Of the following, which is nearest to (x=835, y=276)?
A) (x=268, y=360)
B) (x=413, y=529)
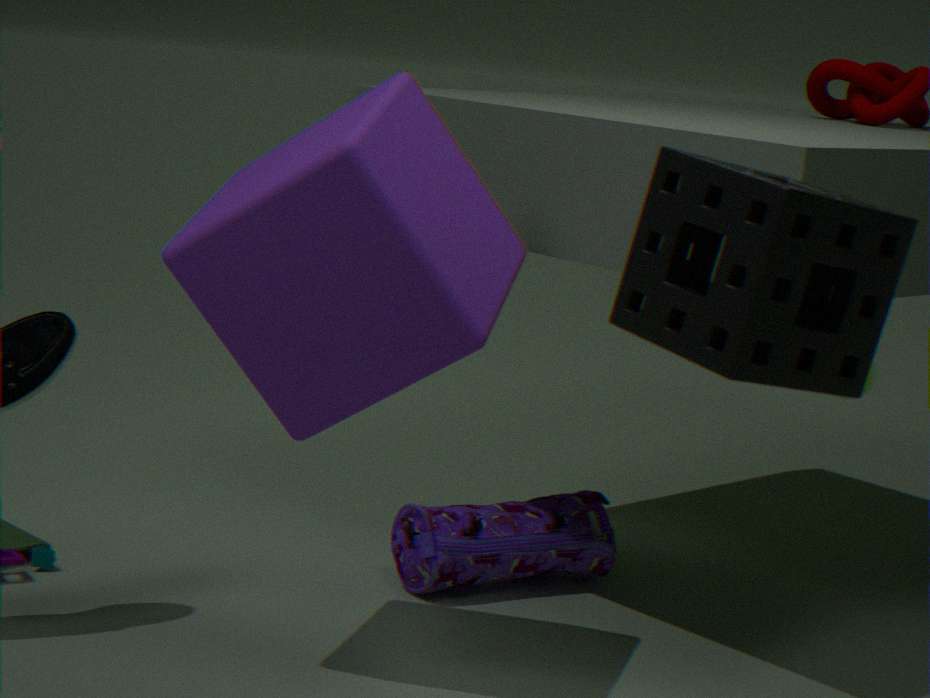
(x=268, y=360)
